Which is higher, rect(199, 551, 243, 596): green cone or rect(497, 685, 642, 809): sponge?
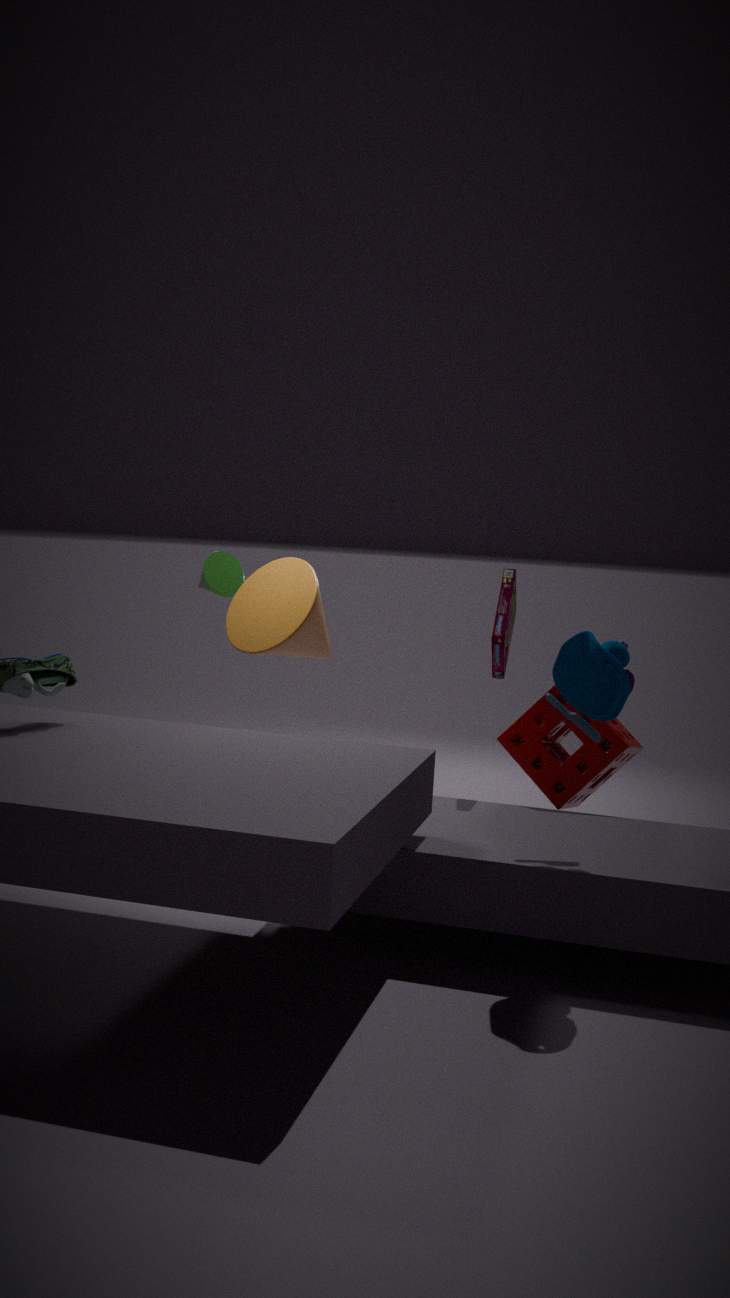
rect(199, 551, 243, 596): green cone
